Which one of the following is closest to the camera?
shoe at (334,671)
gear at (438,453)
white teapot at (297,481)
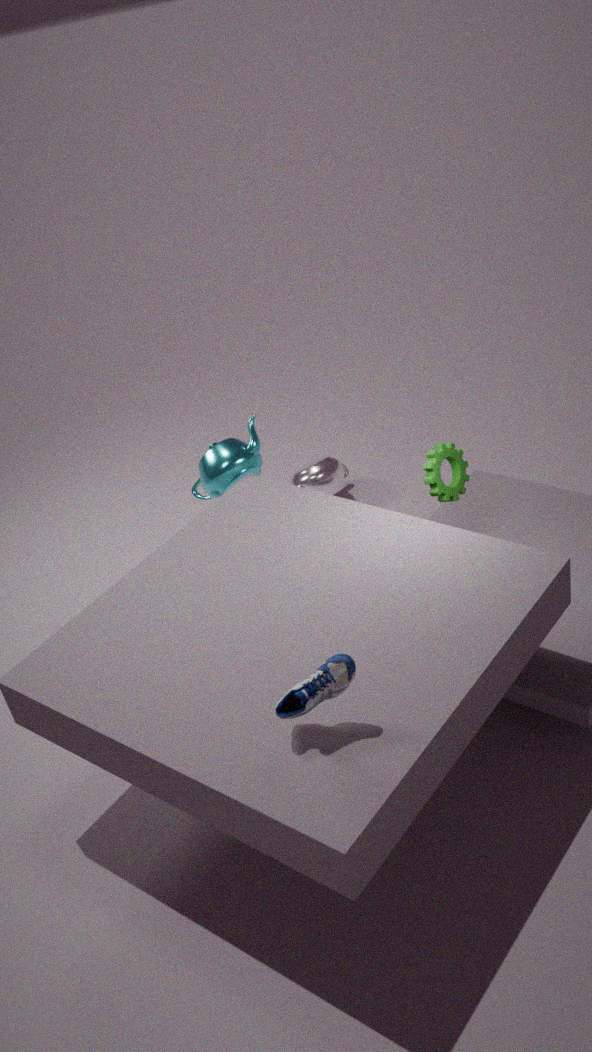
shoe at (334,671)
